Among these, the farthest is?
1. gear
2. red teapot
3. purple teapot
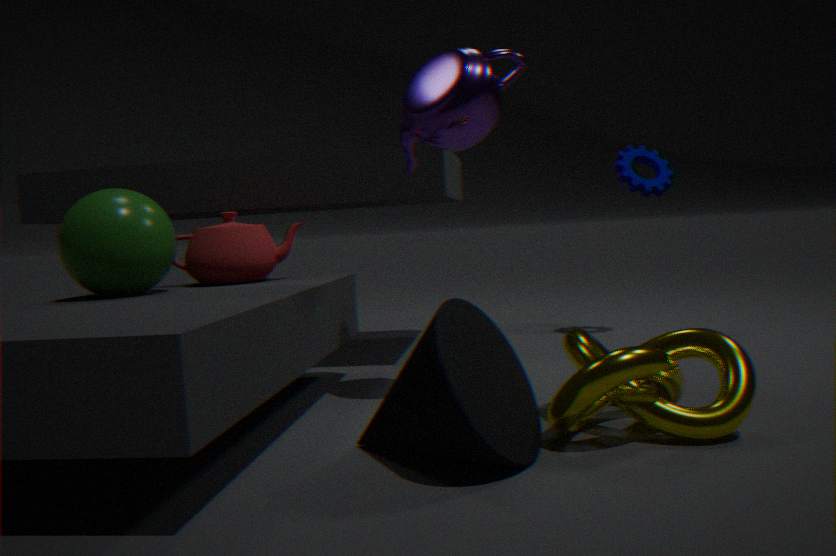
gear
